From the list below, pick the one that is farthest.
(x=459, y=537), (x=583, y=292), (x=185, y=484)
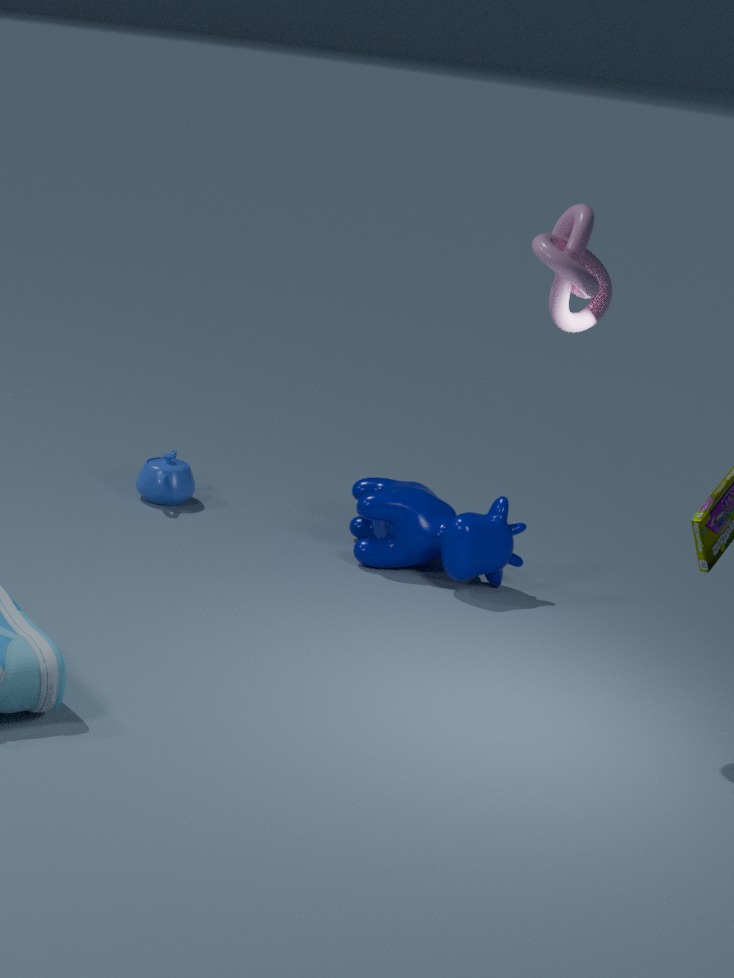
(x=185, y=484)
